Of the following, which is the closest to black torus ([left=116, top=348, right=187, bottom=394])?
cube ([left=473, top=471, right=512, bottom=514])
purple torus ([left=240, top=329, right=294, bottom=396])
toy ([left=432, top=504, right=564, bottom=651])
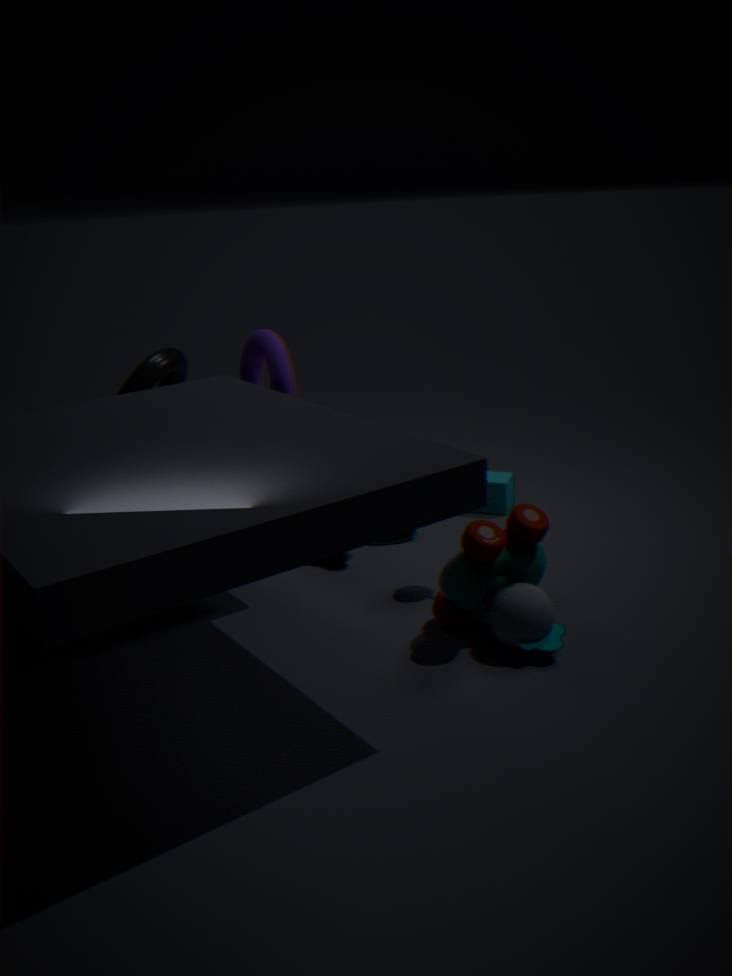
purple torus ([left=240, top=329, right=294, bottom=396])
